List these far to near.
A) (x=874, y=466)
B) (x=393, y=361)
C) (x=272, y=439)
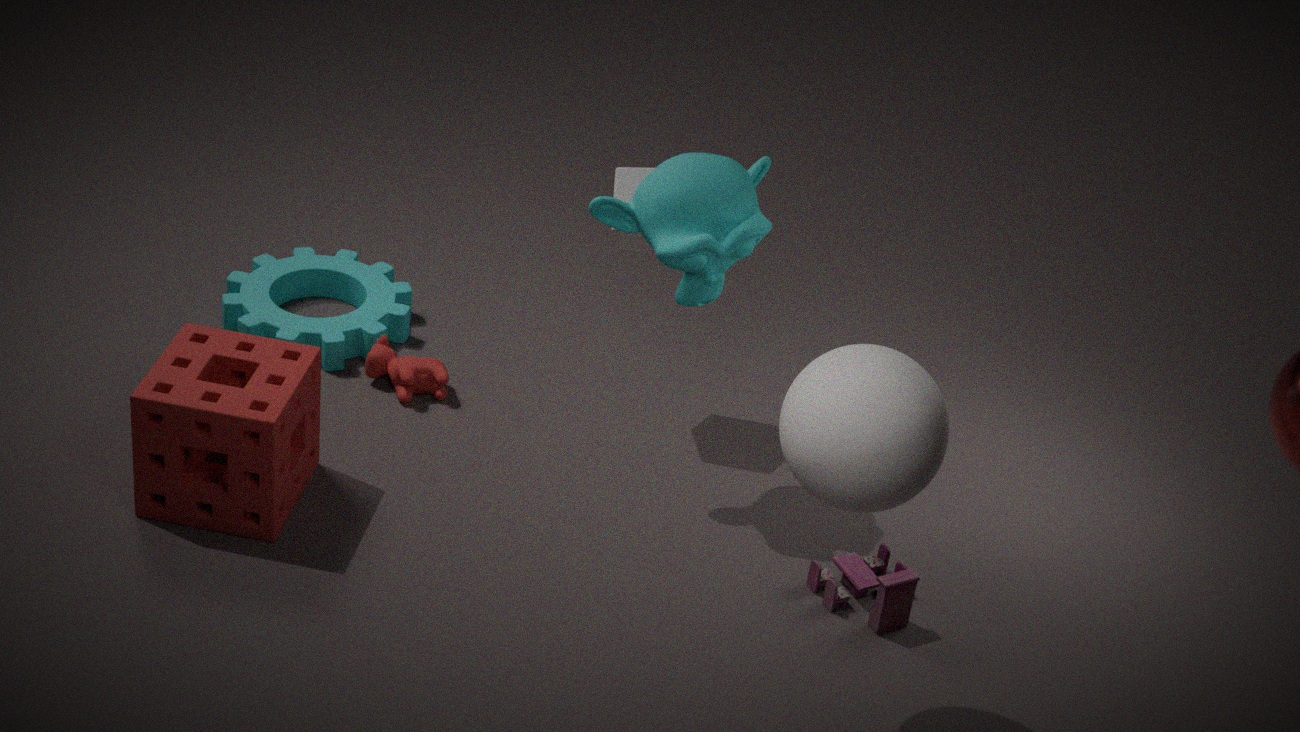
1. (x=393, y=361)
2. (x=272, y=439)
3. (x=874, y=466)
